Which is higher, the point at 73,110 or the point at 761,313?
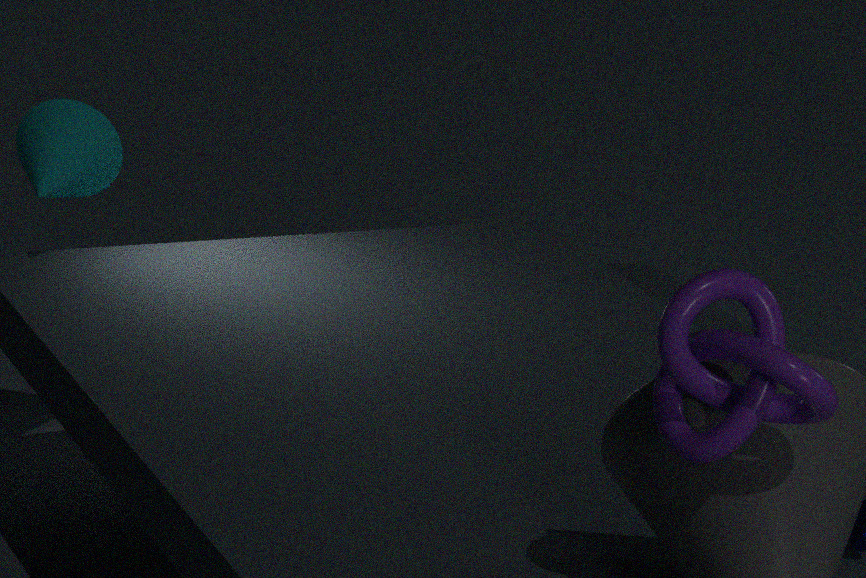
the point at 761,313
